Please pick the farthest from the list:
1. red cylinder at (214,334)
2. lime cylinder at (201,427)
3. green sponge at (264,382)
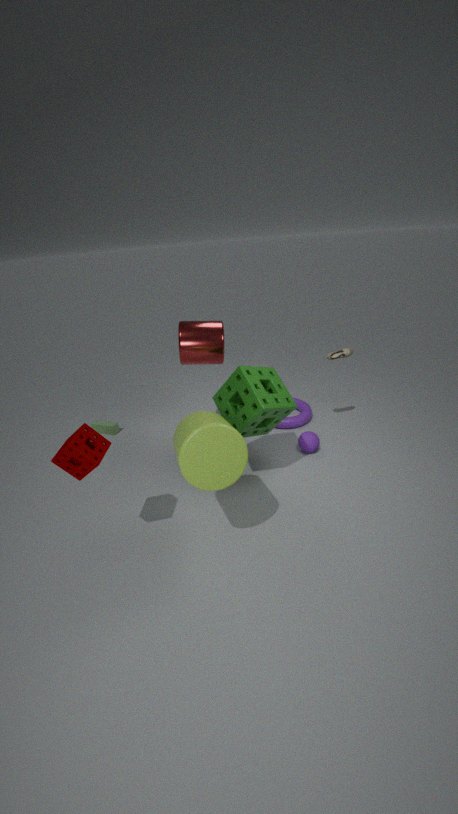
red cylinder at (214,334)
